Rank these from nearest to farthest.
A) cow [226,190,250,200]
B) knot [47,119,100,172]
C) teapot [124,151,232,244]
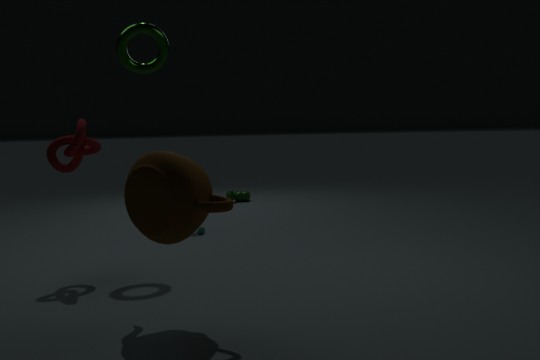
1. teapot [124,151,232,244]
2. knot [47,119,100,172]
3. cow [226,190,250,200]
